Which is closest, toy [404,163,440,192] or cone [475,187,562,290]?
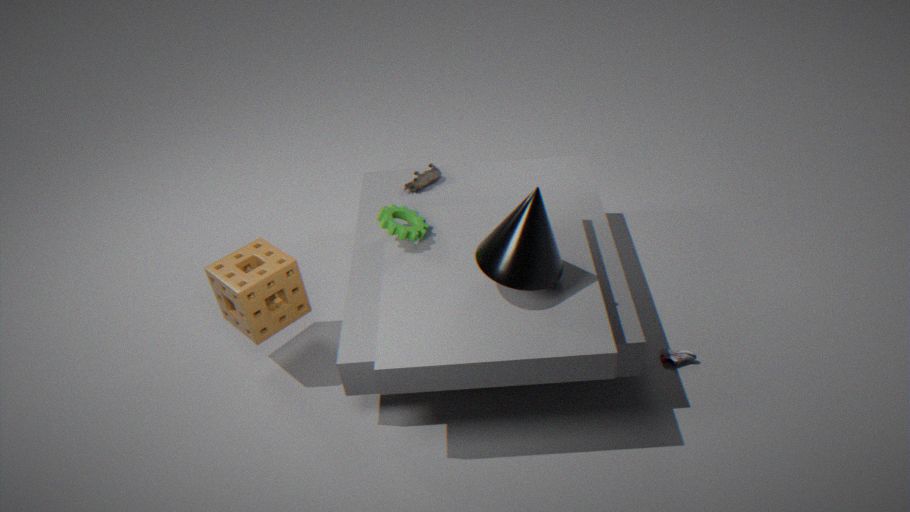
cone [475,187,562,290]
